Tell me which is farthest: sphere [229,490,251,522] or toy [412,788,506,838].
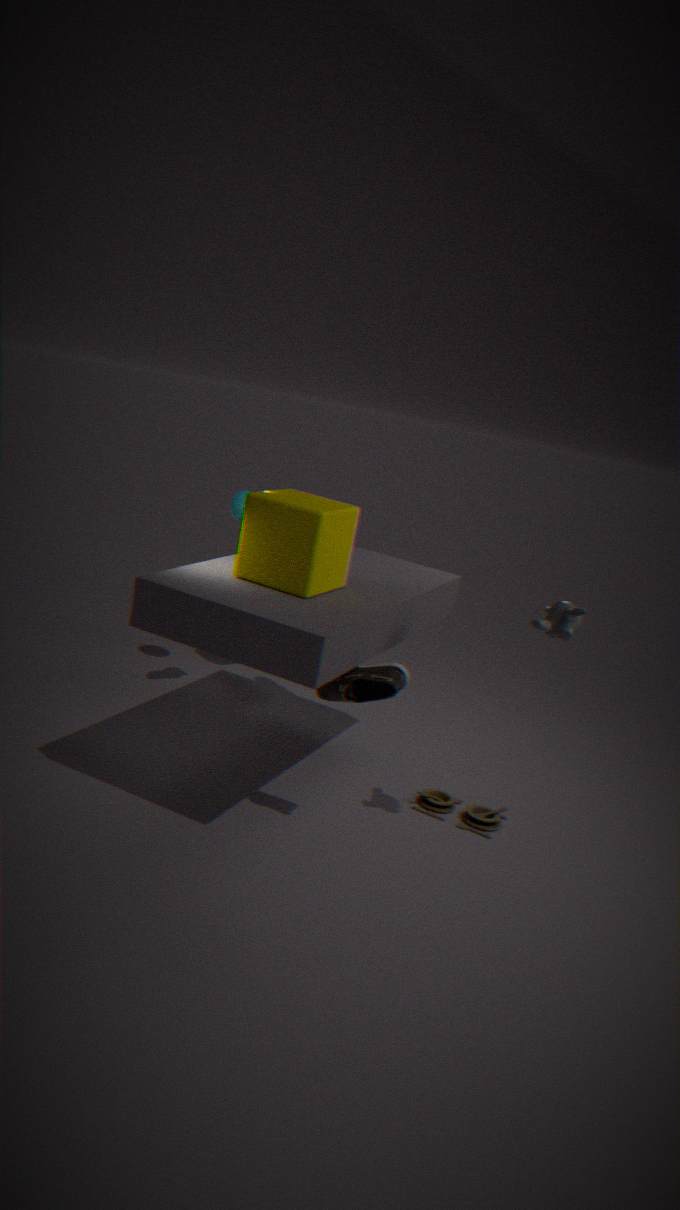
sphere [229,490,251,522]
